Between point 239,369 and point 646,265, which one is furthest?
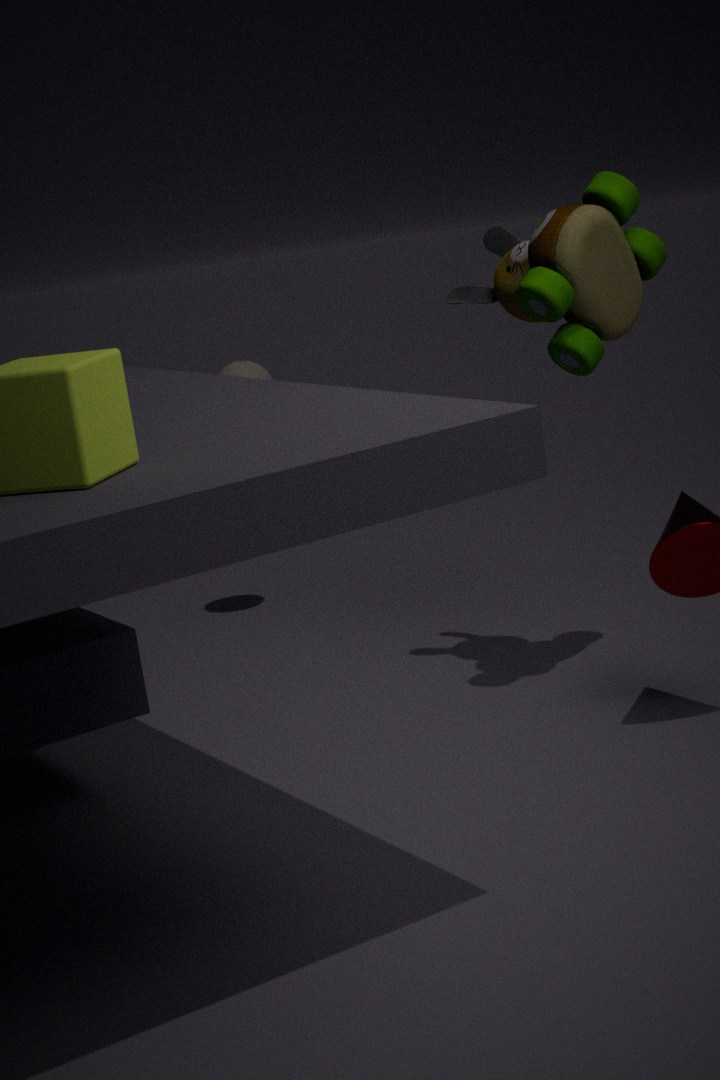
point 239,369
